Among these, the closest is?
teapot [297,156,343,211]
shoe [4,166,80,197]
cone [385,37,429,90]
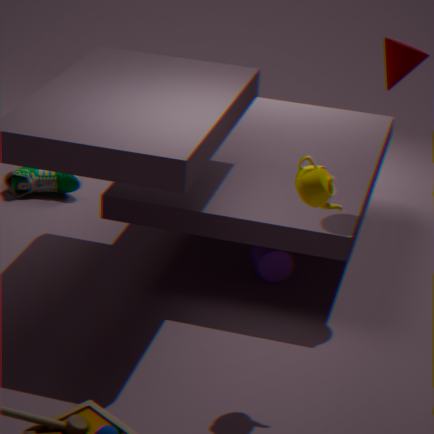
teapot [297,156,343,211]
